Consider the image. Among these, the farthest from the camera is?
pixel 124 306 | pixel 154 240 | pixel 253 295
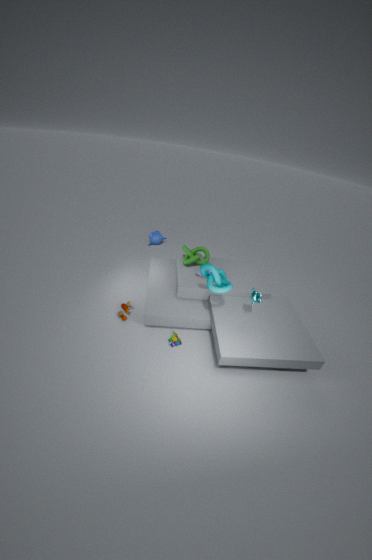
pixel 154 240
